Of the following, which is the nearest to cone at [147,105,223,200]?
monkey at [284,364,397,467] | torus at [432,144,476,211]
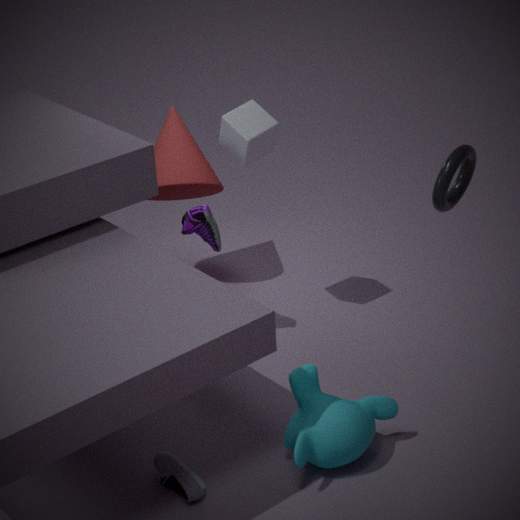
monkey at [284,364,397,467]
